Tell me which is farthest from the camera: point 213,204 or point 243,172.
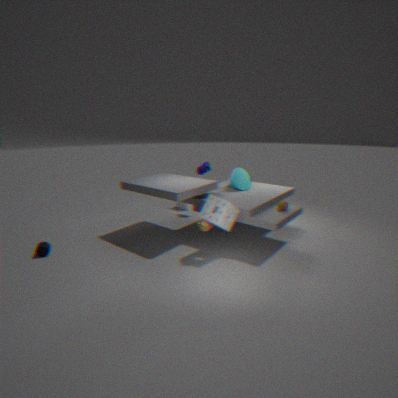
point 243,172
